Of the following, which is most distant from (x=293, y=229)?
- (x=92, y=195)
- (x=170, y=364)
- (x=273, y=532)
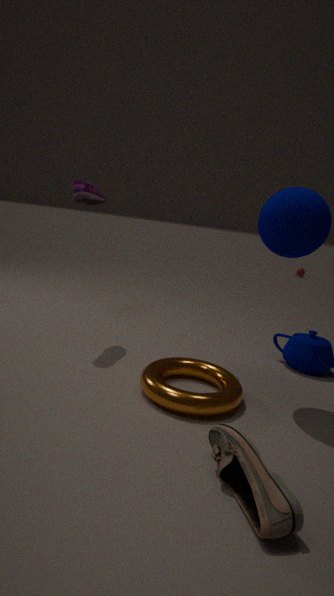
(x=92, y=195)
